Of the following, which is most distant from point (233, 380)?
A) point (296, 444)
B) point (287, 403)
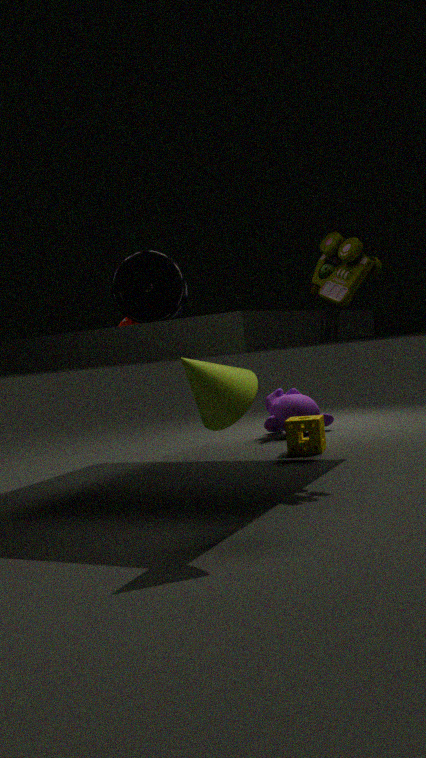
point (287, 403)
